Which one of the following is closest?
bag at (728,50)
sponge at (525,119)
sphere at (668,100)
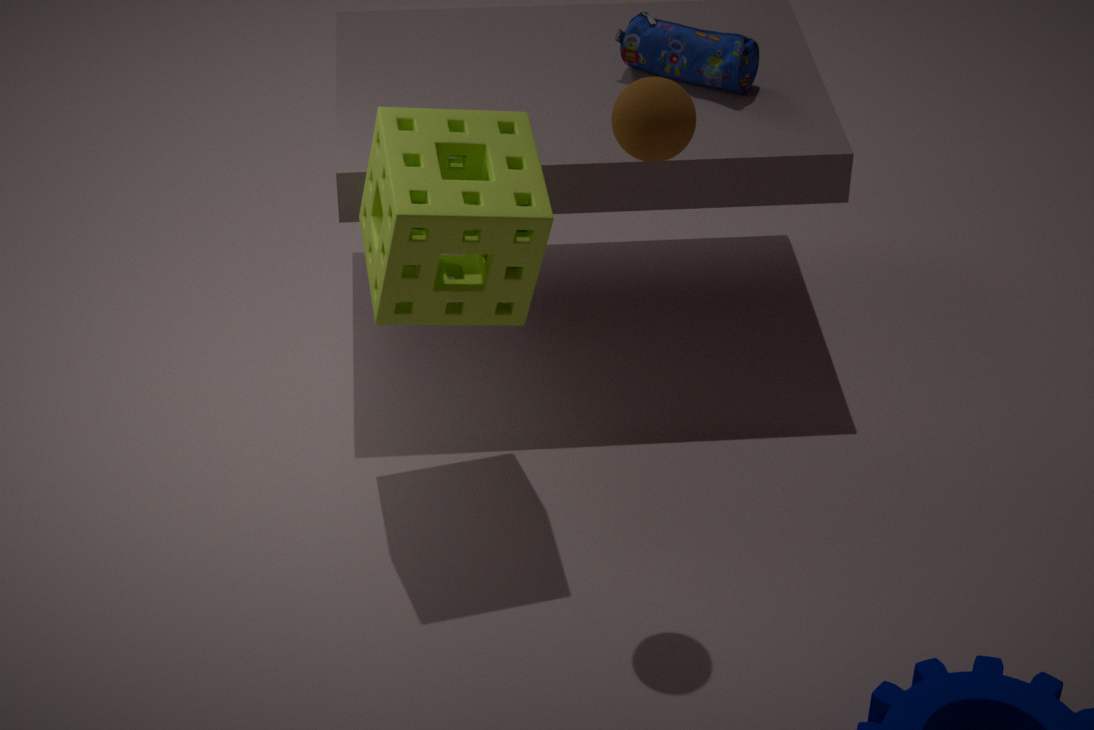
sphere at (668,100)
